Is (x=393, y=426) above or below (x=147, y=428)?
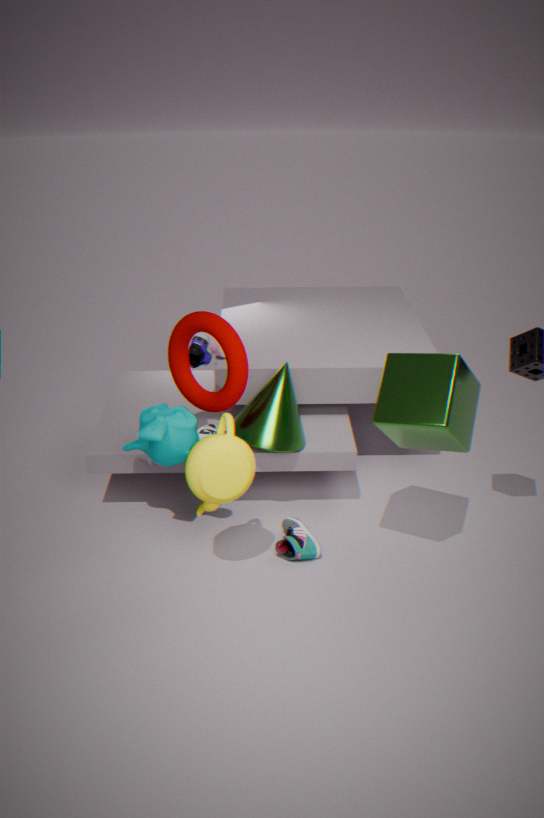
above
